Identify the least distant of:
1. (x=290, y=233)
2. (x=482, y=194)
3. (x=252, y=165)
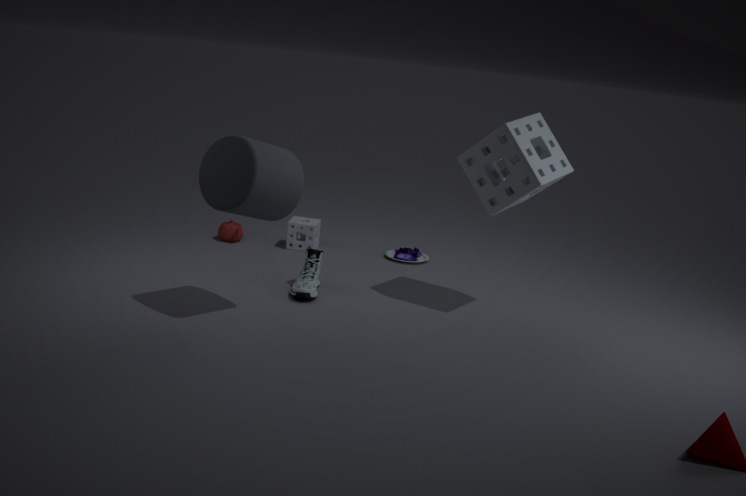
(x=252, y=165)
